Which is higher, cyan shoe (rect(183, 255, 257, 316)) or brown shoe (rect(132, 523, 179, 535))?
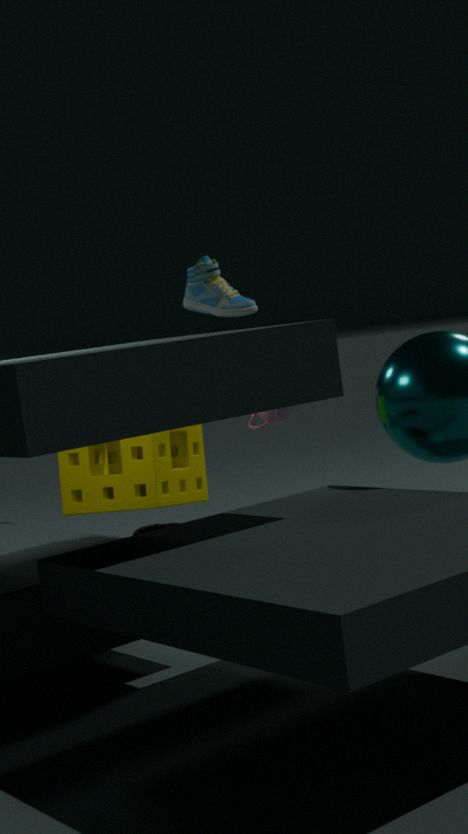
cyan shoe (rect(183, 255, 257, 316))
